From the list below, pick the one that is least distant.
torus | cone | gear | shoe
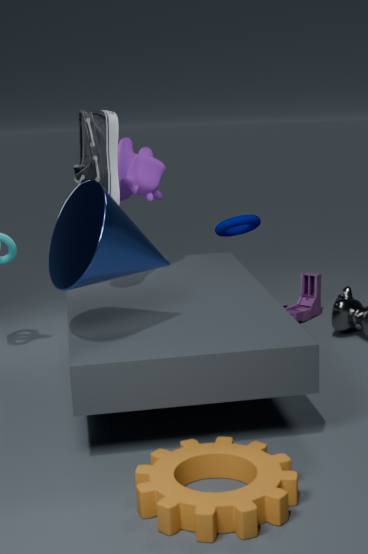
gear
